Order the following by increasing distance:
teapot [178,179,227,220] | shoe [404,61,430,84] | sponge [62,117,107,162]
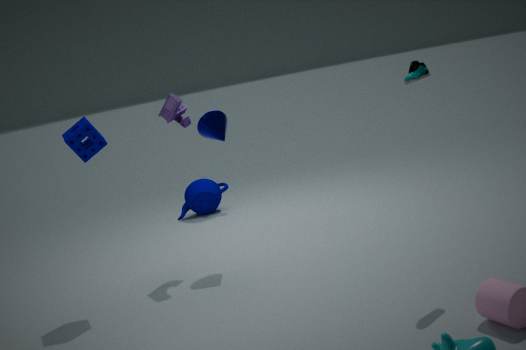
shoe [404,61,430,84] → sponge [62,117,107,162] → teapot [178,179,227,220]
